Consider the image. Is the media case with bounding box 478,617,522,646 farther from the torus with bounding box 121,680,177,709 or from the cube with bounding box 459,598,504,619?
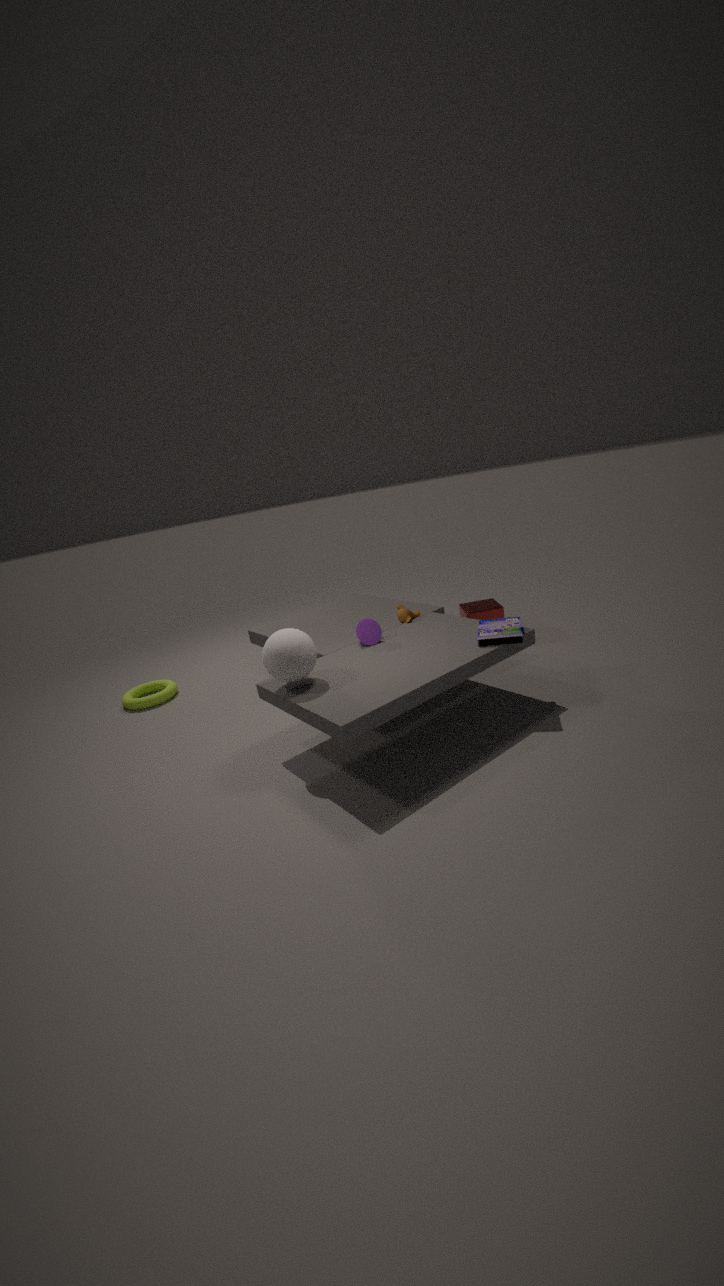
the torus with bounding box 121,680,177,709
